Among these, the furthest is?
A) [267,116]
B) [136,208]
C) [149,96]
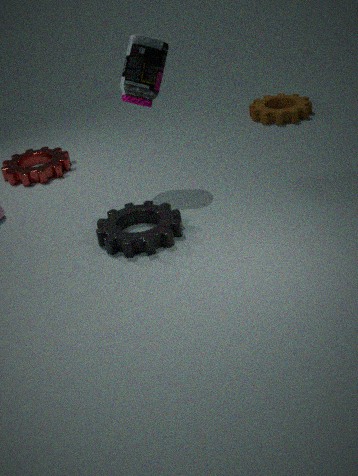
A. [267,116]
